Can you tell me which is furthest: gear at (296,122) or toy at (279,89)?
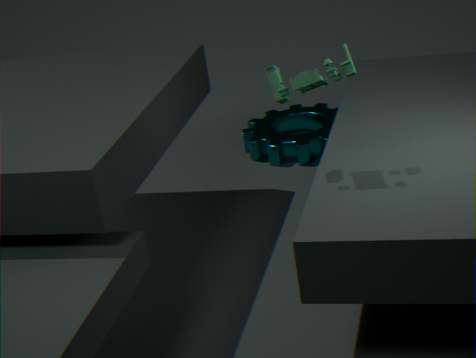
gear at (296,122)
